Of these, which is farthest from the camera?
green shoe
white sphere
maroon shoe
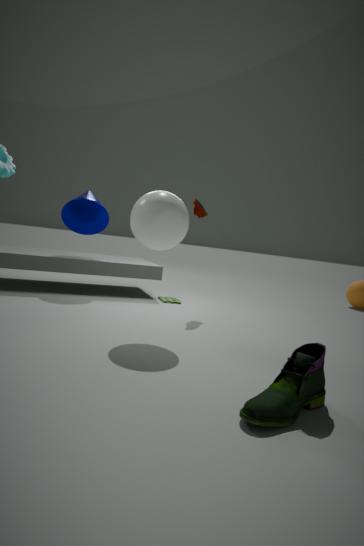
maroon shoe
